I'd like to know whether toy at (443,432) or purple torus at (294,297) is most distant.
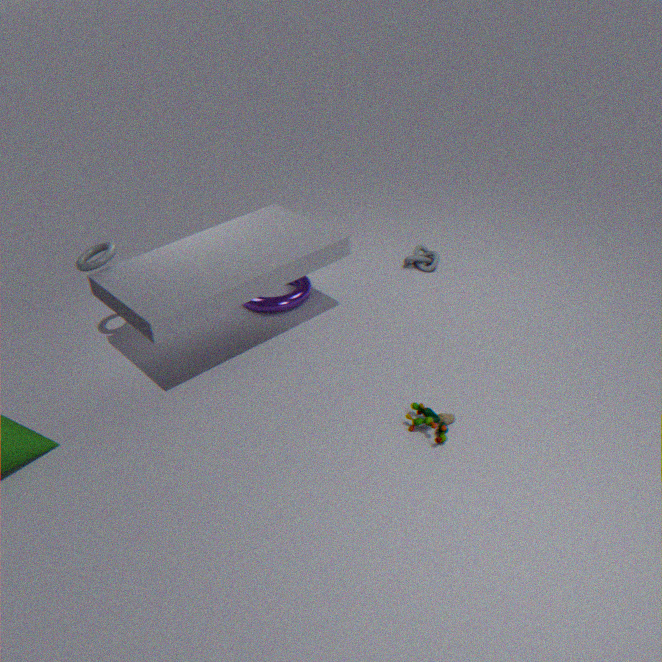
purple torus at (294,297)
